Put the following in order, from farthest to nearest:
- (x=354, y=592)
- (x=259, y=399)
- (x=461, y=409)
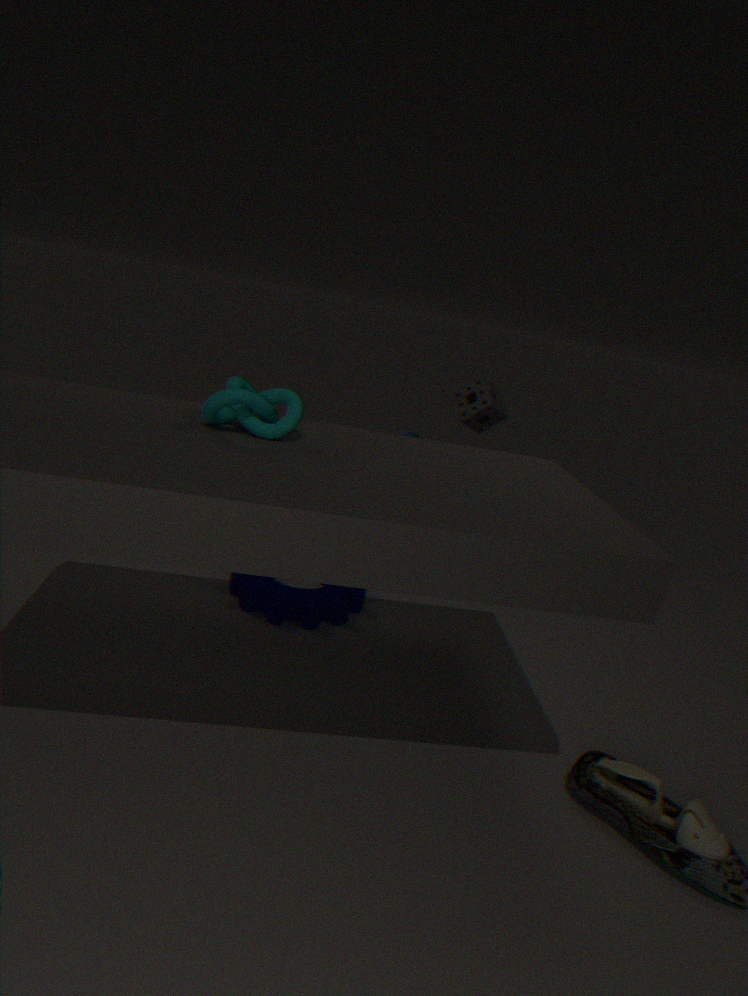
1. (x=461, y=409)
2. (x=354, y=592)
3. (x=259, y=399)
